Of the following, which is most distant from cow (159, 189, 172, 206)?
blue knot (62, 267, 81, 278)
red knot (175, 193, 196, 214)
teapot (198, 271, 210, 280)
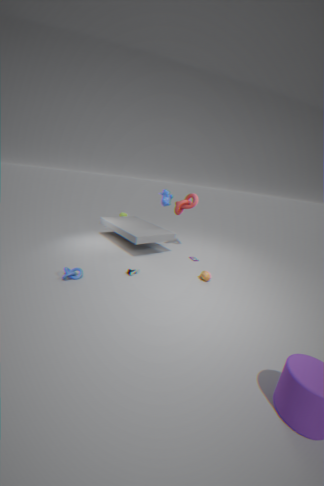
blue knot (62, 267, 81, 278)
